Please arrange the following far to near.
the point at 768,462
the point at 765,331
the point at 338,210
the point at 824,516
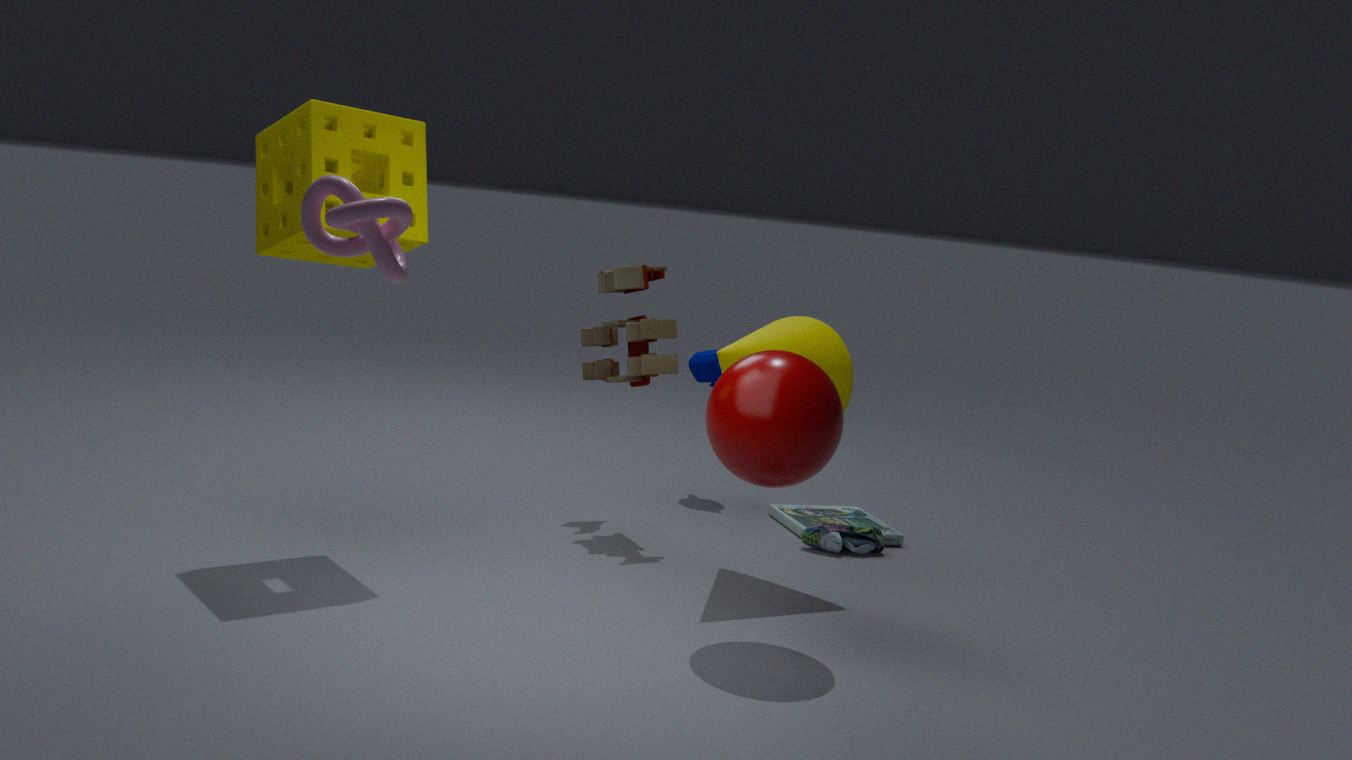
the point at 824,516 < the point at 765,331 < the point at 768,462 < the point at 338,210
